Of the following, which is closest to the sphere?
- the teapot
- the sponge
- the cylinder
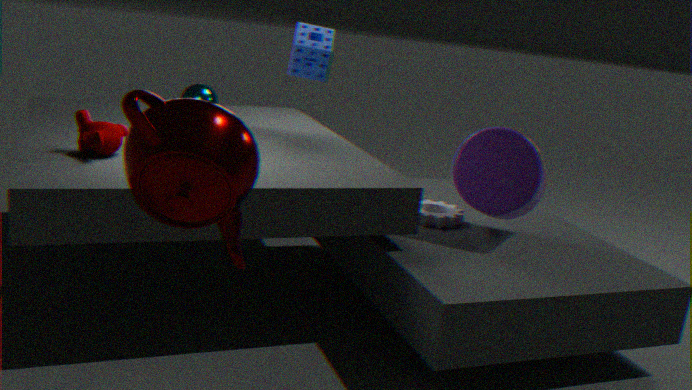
the sponge
